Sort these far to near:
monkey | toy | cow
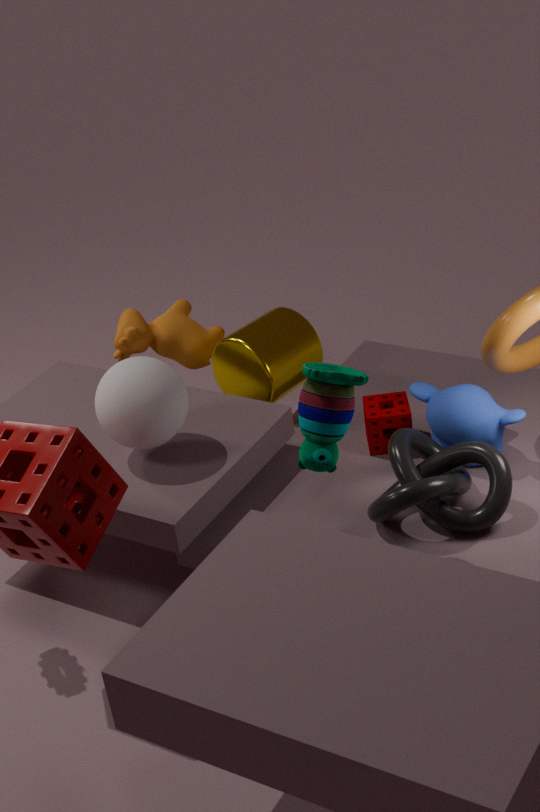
cow → monkey → toy
